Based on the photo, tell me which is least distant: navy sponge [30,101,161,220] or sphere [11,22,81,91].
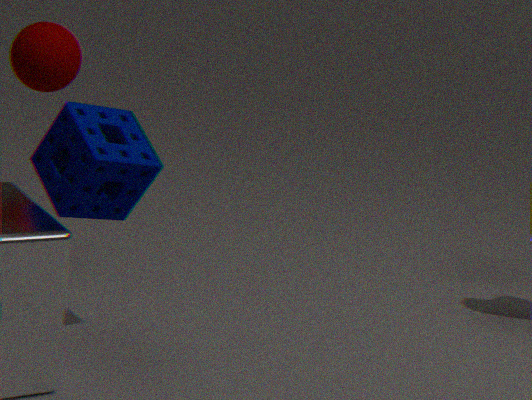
navy sponge [30,101,161,220]
